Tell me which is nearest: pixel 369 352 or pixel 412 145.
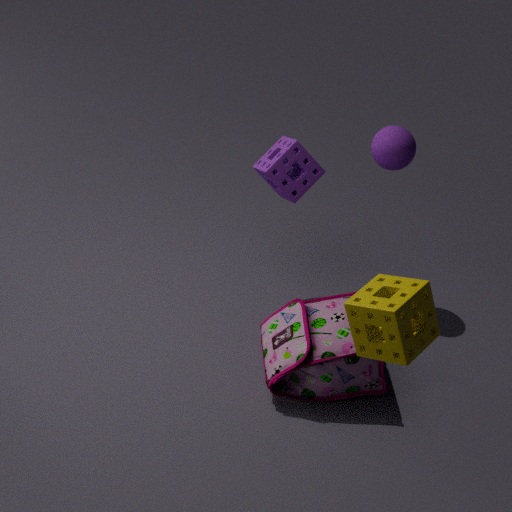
pixel 369 352
